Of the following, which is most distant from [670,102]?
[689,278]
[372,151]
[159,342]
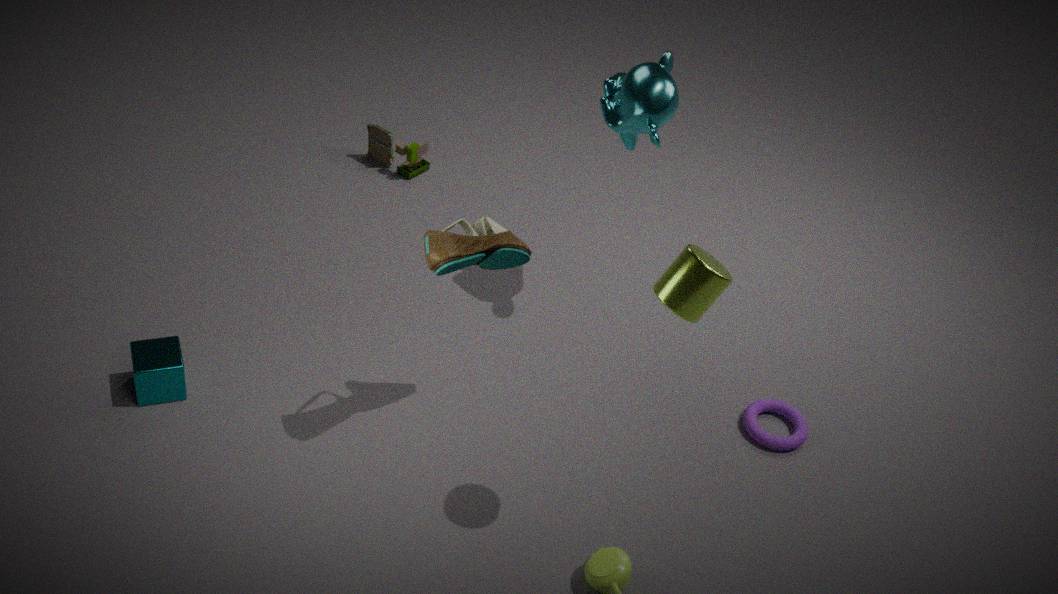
[159,342]
